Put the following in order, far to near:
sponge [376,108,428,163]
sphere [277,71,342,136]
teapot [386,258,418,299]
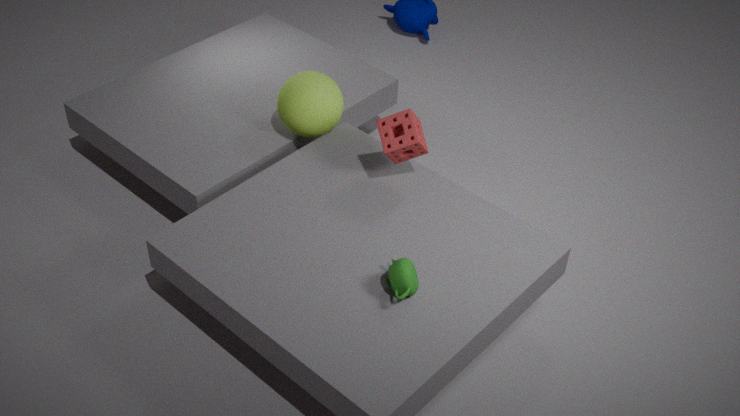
sphere [277,71,342,136]
sponge [376,108,428,163]
teapot [386,258,418,299]
